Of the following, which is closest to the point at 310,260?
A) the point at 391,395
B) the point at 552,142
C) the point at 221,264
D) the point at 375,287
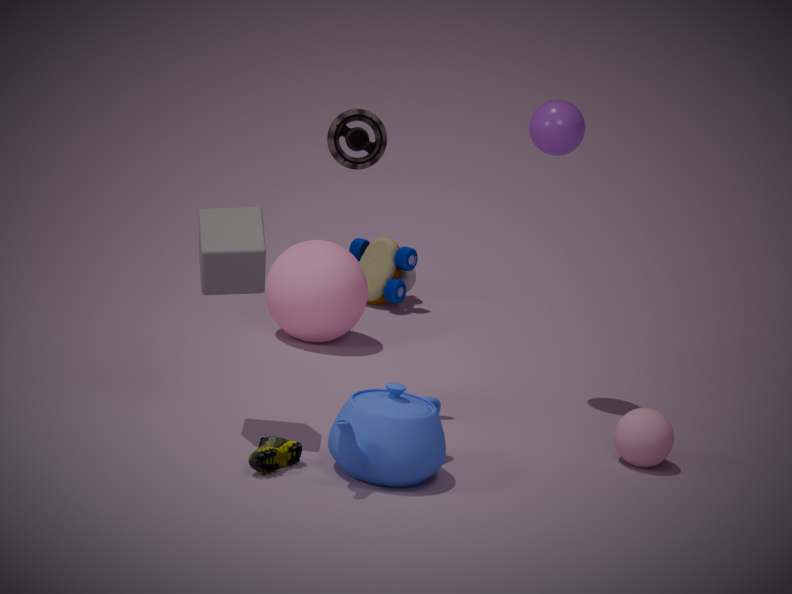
the point at 375,287
